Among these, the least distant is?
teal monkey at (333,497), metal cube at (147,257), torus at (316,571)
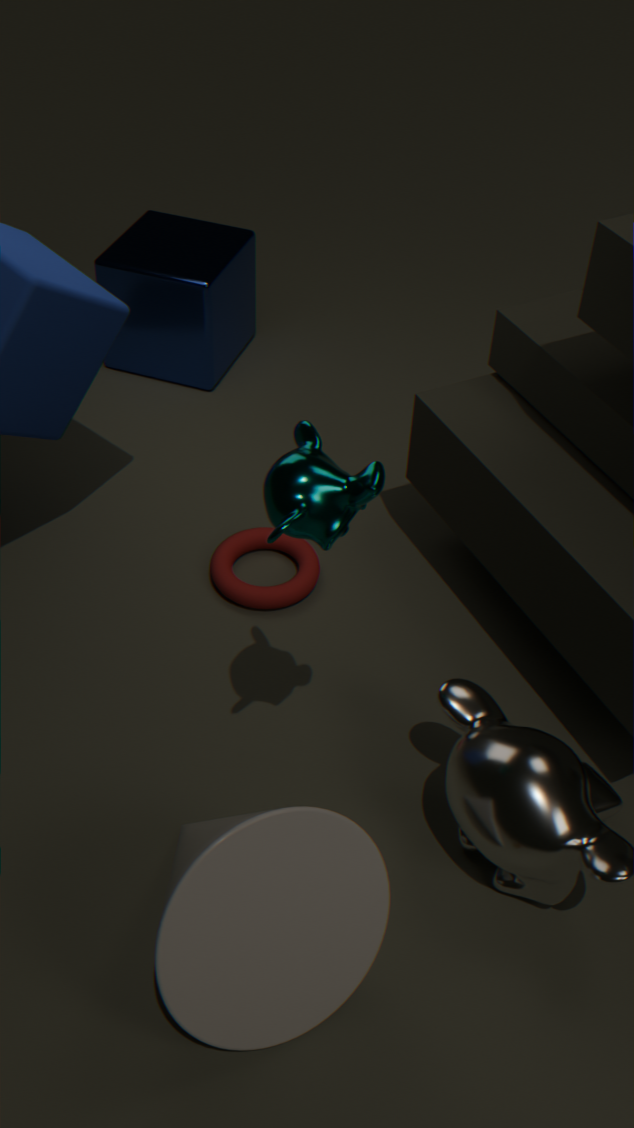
teal monkey at (333,497)
